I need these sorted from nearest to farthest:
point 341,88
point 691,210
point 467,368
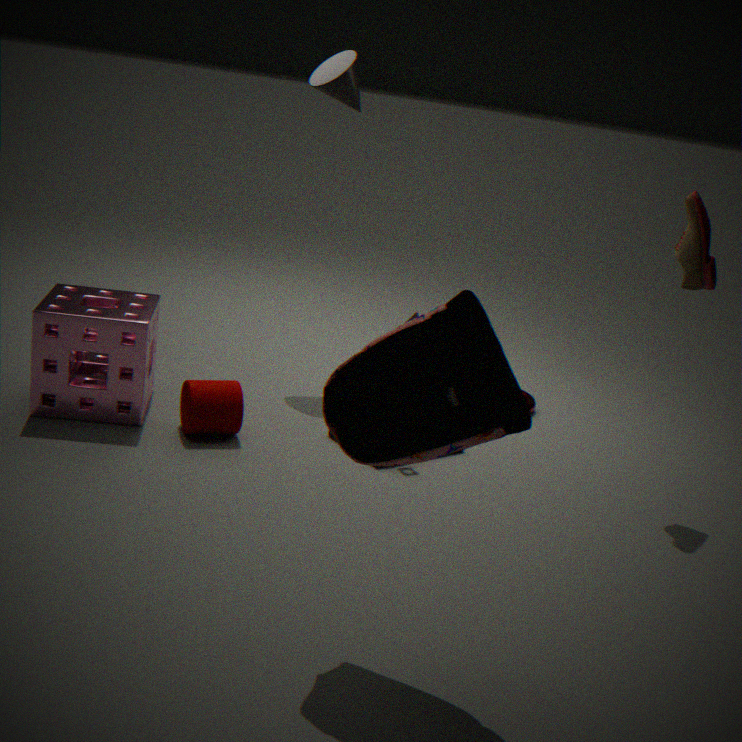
point 467,368, point 691,210, point 341,88
